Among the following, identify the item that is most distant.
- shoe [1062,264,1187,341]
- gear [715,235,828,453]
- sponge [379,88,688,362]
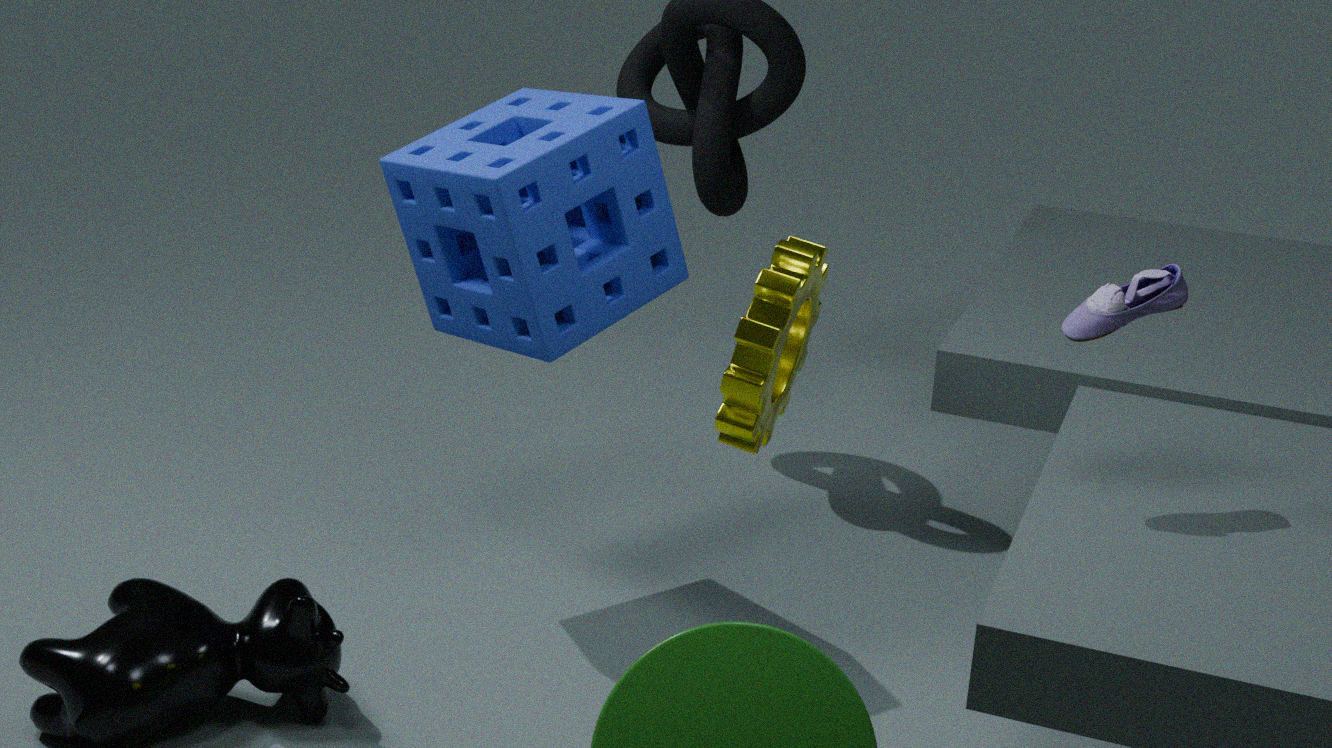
sponge [379,88,688,362]
